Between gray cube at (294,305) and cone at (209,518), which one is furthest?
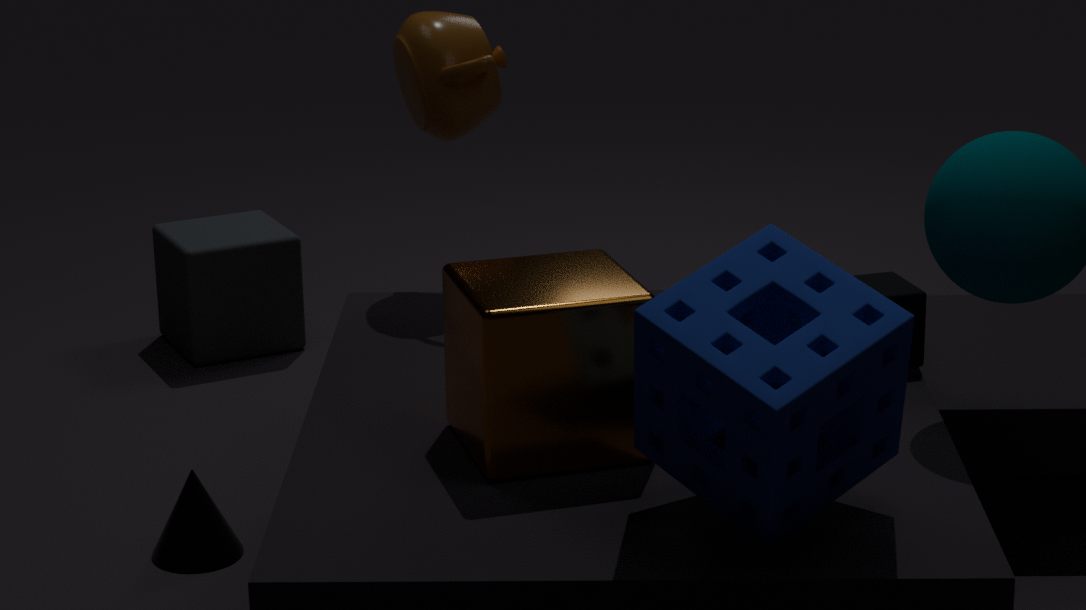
gray cube at (294,305)
